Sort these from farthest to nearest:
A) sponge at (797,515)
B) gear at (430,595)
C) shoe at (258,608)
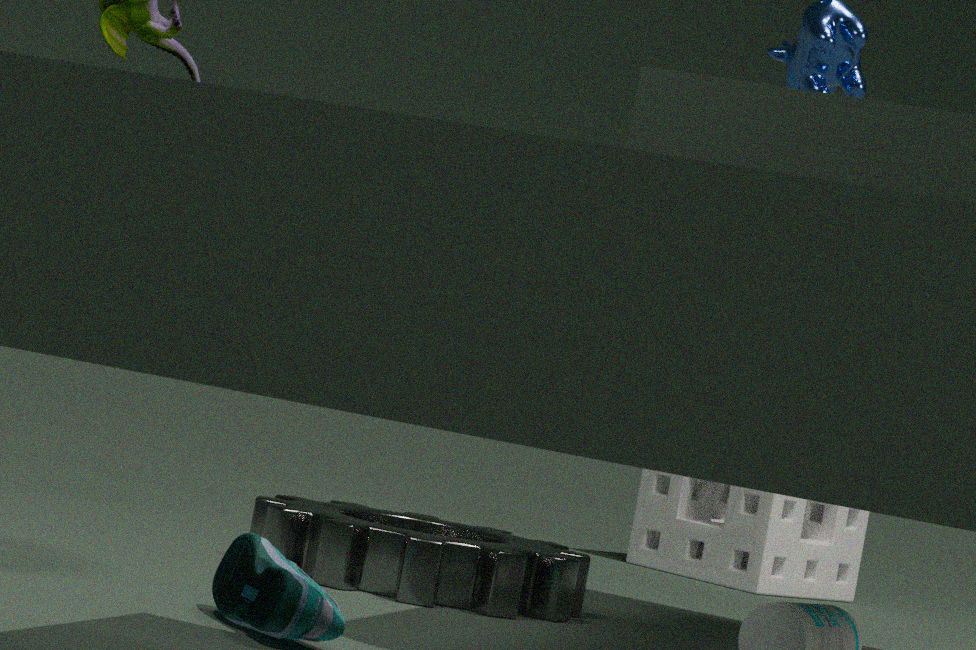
sponge at (797,515)
gear at (430,595)
shoe at (258,608)
